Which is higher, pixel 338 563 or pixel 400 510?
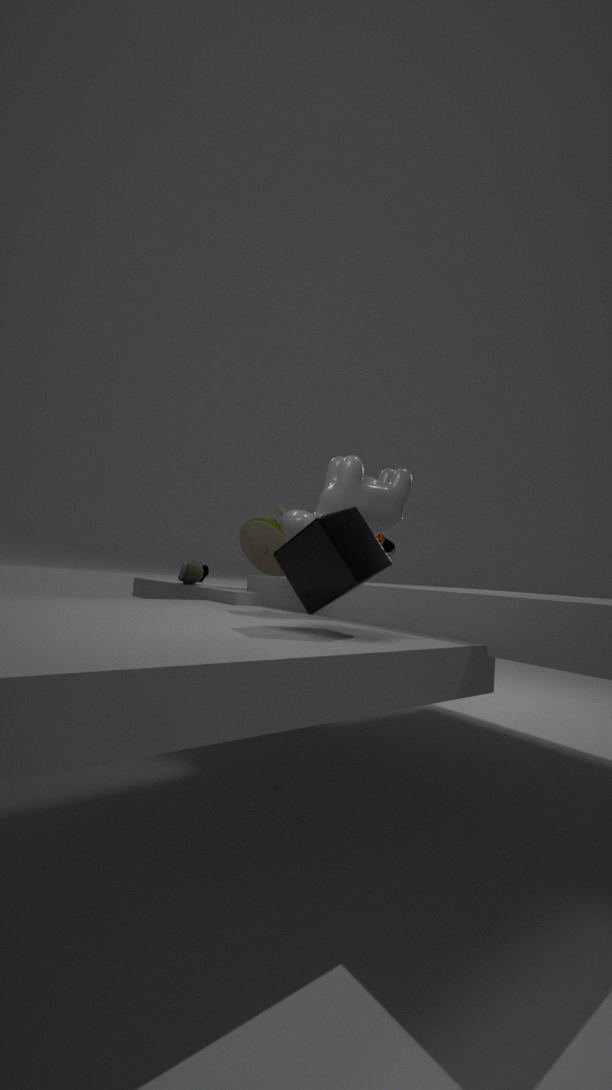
pixel 400 510
